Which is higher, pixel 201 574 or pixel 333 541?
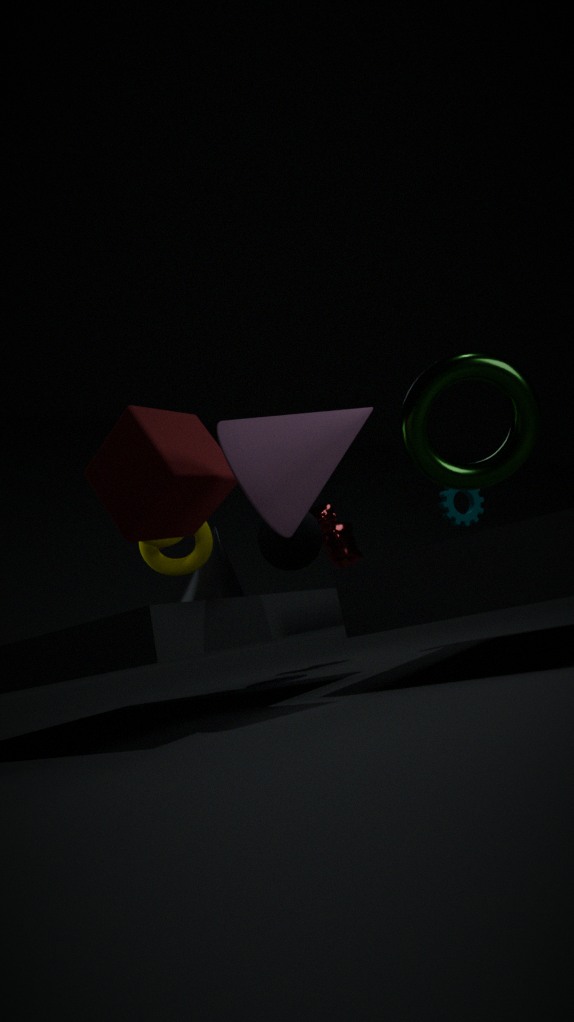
pixel 333 541
